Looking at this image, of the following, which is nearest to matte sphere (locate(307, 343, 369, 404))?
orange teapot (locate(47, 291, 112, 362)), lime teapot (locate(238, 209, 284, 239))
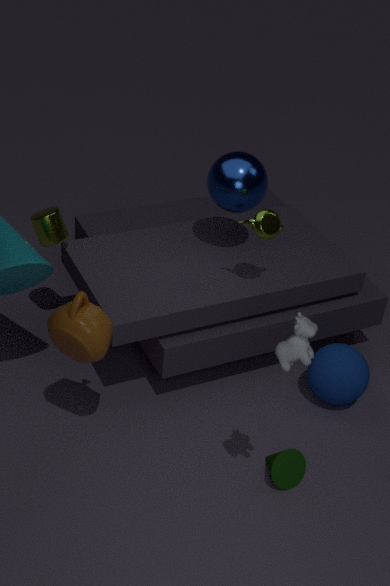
lime teapot (locate(238, 209, 284, 239))
